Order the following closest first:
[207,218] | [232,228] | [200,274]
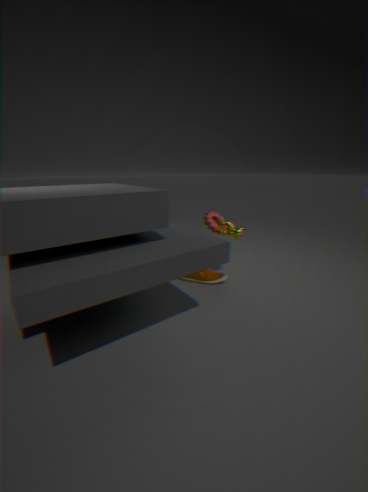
[232,228]
[200,274]
[207,218]
